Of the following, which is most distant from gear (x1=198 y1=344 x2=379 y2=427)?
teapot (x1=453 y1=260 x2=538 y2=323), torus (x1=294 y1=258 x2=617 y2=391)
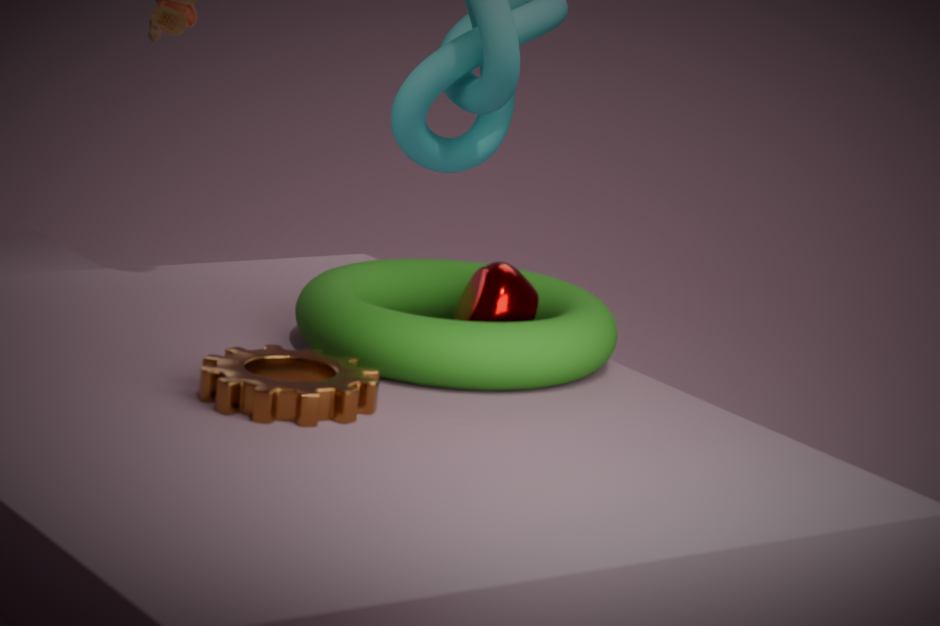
teapot (x1=453 y1=260 x2=538 y2=323)
